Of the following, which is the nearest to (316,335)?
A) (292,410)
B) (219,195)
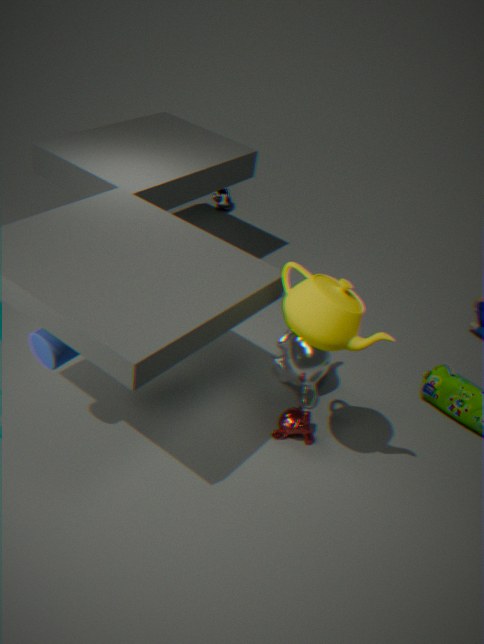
(292,410)
